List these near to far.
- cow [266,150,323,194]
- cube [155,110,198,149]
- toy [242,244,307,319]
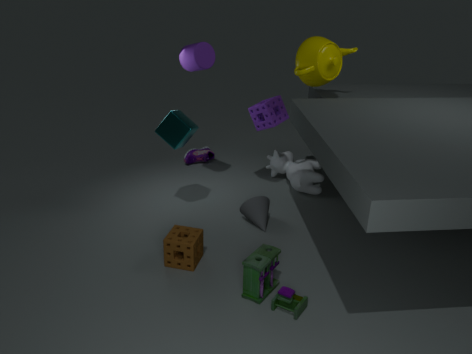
toy [242,244,307,319] < cube [155,110,198,149] < cow [266,150,323,194]
